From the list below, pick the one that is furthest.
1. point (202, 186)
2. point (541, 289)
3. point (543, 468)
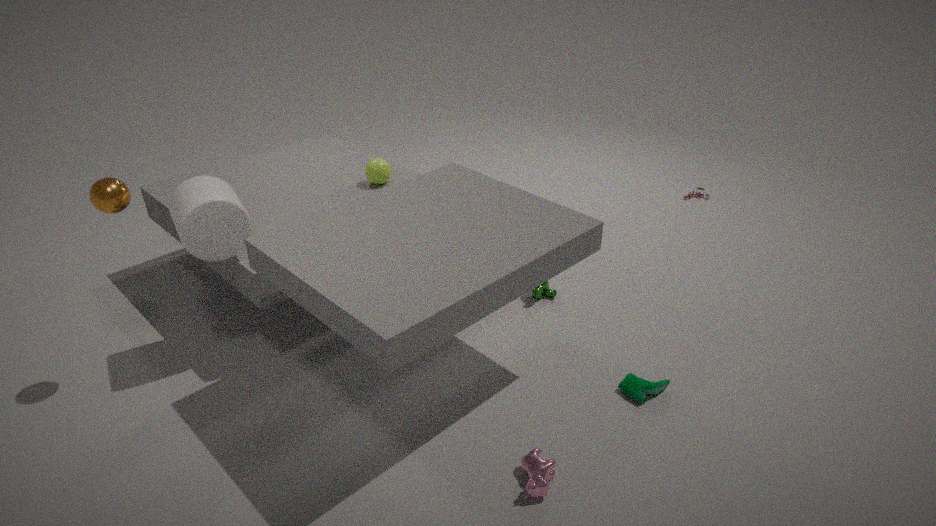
point (541, 289)
